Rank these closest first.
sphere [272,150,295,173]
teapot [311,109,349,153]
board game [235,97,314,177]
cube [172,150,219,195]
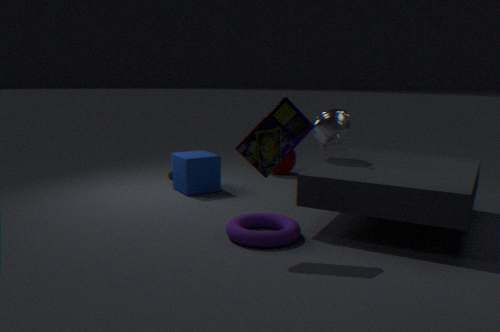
1. board game [235,97,314,177]
2. teapot [311,109,349,153]
3. cube [172,150,219,195]
4. sphere [272,150,295,173]
